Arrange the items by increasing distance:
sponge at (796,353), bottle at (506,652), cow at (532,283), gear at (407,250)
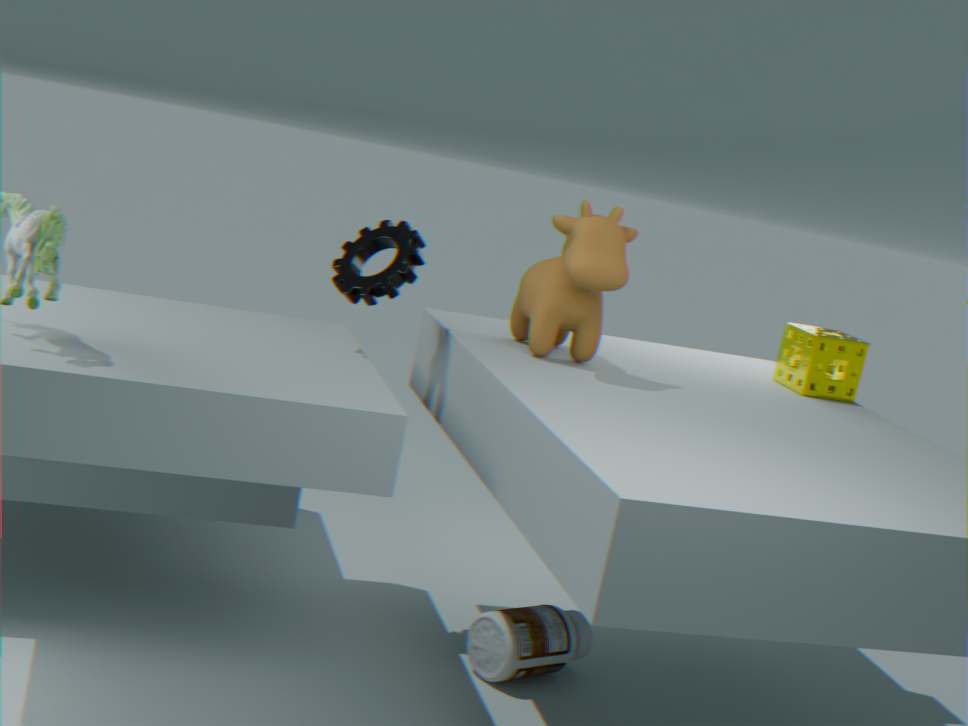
cow at (532,283) → bottle at (506,652) → gear at (407,250) → sponge at (796,353)
